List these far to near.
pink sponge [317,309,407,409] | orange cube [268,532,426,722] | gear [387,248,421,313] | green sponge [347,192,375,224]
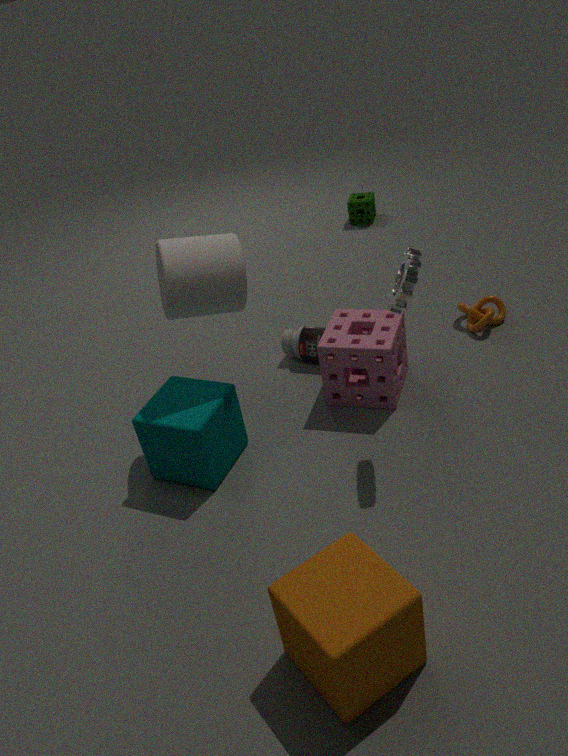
green sponge [347,192,375,224] → pink sponge [317,309,407,409] → gear [387,248,421,313] → orange cube [268,532,426,722]
